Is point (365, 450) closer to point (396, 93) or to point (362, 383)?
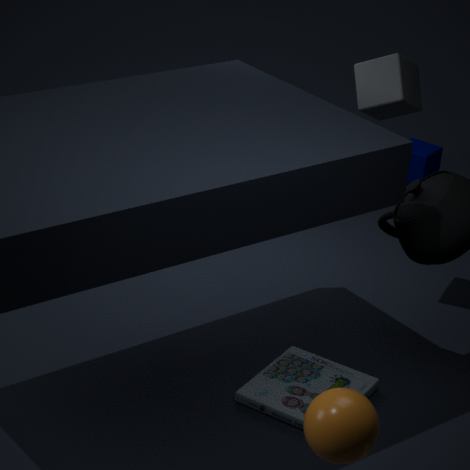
point (362, 383)
